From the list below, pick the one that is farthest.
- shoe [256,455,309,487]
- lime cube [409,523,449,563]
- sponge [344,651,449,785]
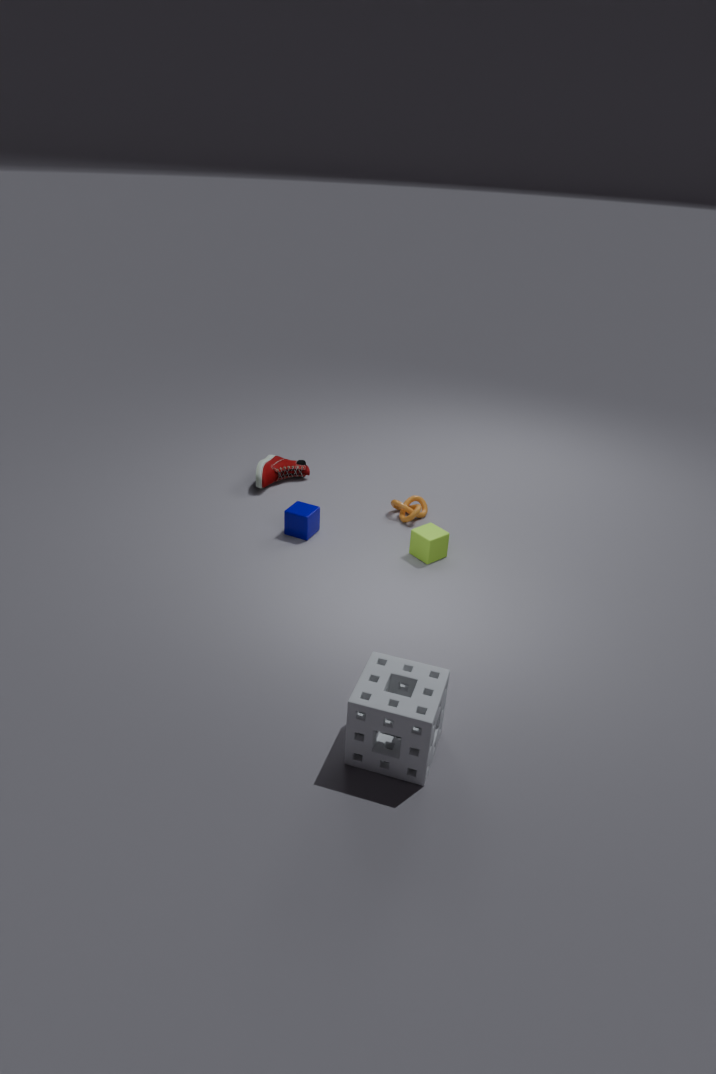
shoe [256,455,309,487]
